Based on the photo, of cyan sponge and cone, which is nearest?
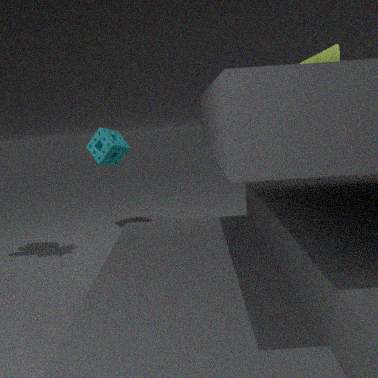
cone
